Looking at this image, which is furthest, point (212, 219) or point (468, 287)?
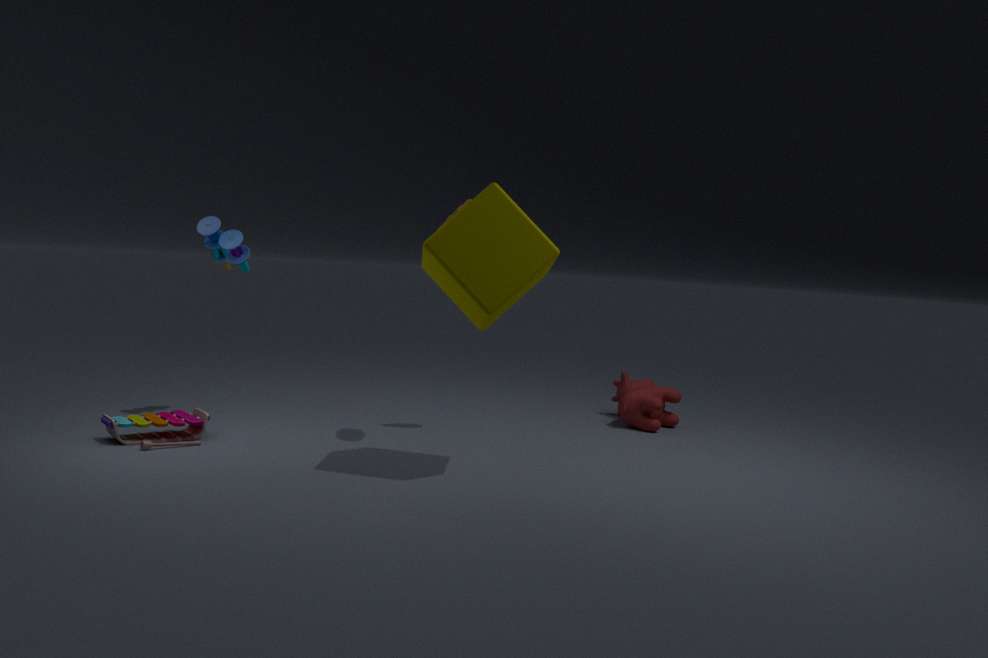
point (212, 219)
